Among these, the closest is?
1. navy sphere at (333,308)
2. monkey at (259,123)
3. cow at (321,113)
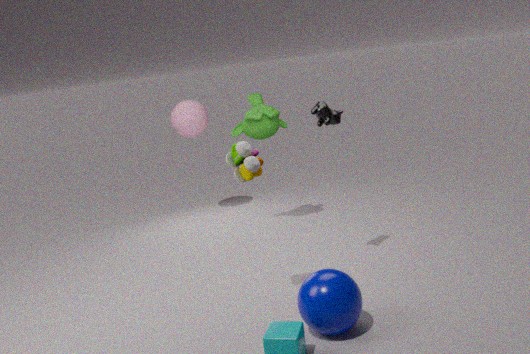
navy sphere at (333,308)
